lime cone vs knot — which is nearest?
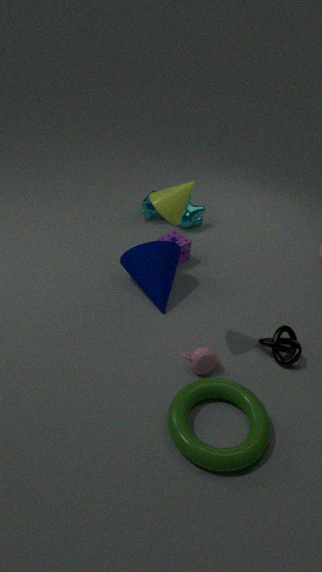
lime cone
